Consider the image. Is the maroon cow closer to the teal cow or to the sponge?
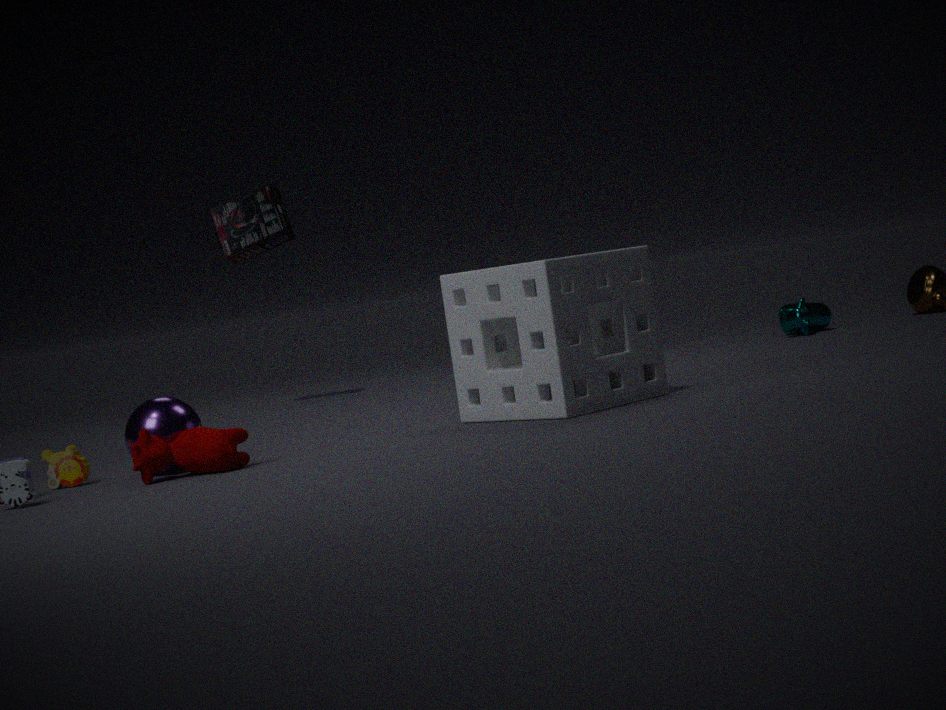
the sponge
